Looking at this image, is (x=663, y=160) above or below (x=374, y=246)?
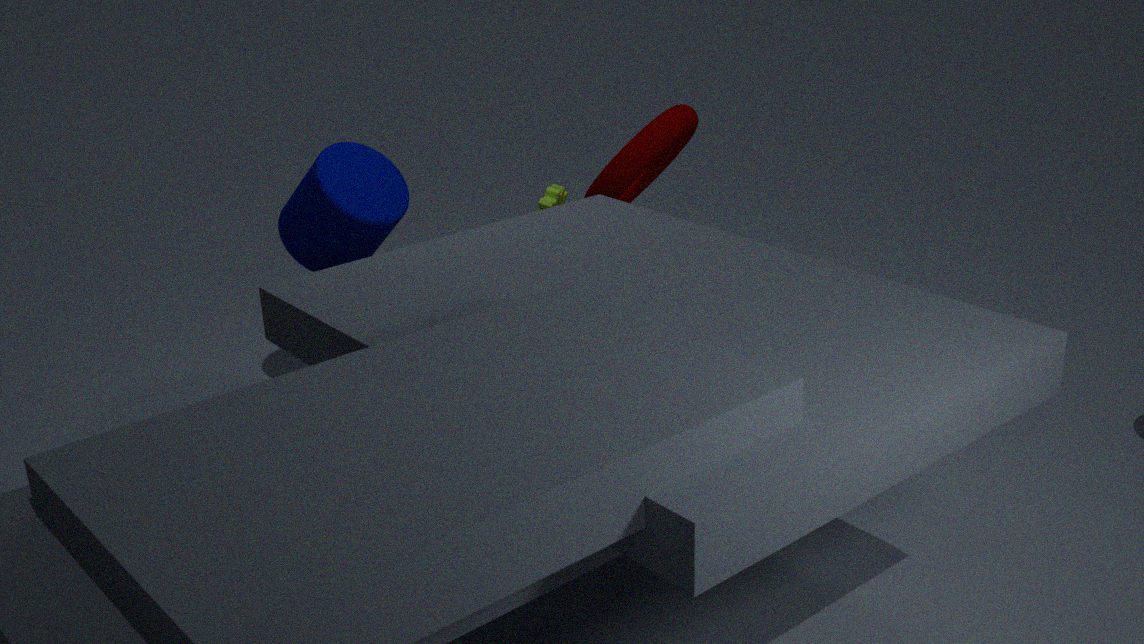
above
